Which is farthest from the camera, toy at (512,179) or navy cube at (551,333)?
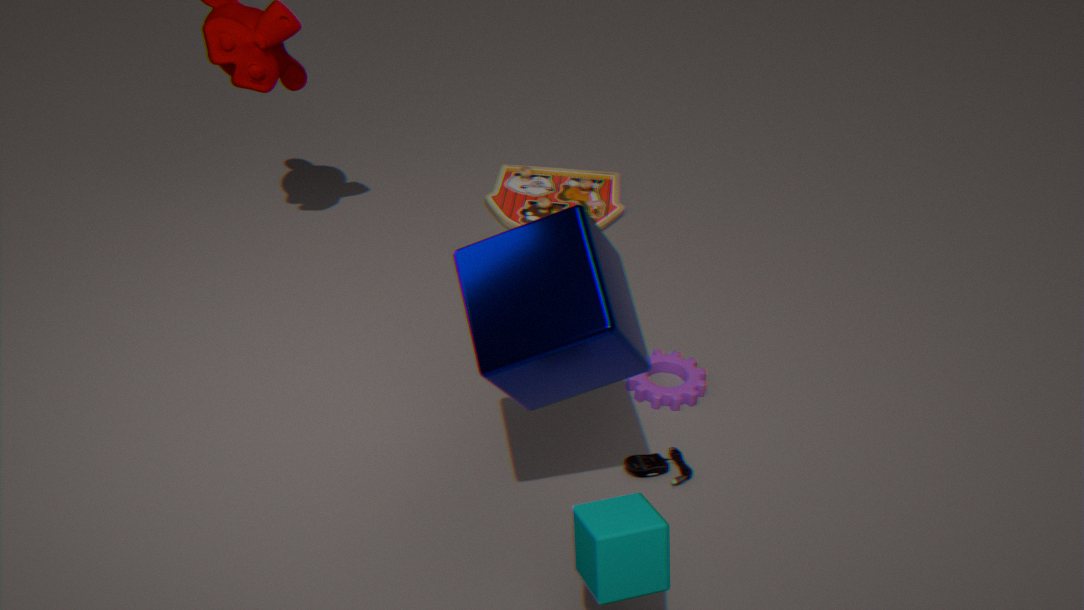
toy at (512,179)
